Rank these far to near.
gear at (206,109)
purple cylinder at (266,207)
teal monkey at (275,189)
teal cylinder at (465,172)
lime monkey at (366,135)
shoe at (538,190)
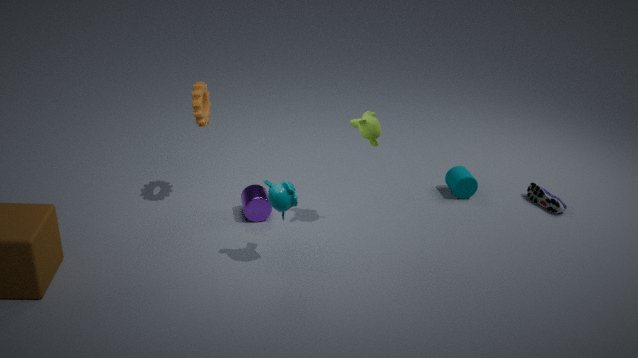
teal cylinder at (465,172), shoe at (538,190), purple cylinder at (266,207), gear at (206,109), lime monkey at (366,135), teal monkey at (275,189)
